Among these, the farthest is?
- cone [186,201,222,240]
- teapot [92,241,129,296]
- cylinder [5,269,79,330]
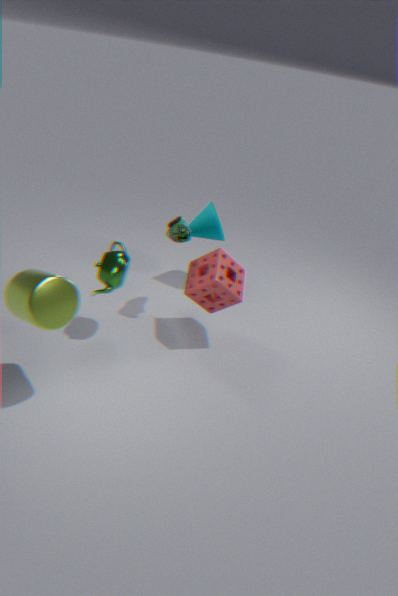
cone [186,201,222,240]
